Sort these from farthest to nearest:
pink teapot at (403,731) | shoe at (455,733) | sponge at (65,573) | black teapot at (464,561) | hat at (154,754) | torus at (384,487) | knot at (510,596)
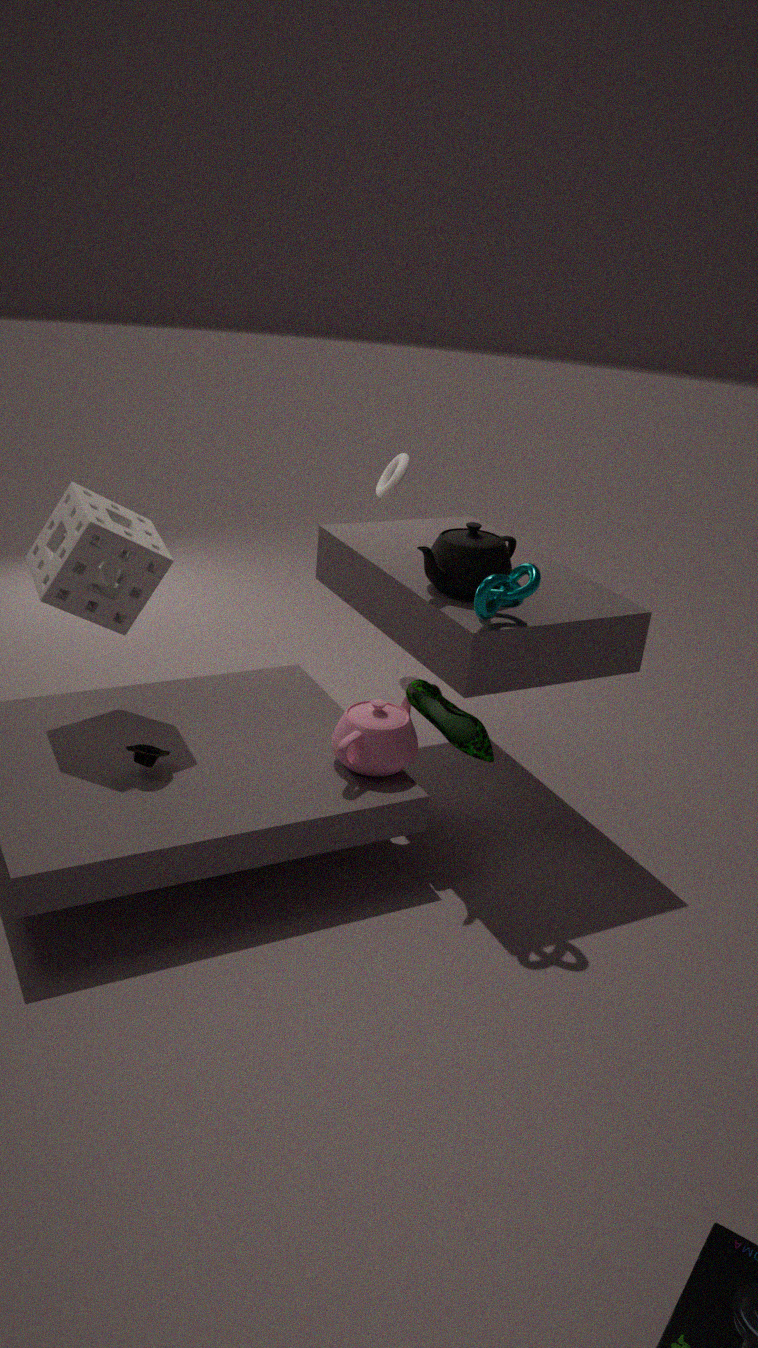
torus at (384,487), shoe at (455,733), pink teapot at (403,731), black teapot at (464,561), sponge at (65,573), hat at (154,754), knot at (510,596)
